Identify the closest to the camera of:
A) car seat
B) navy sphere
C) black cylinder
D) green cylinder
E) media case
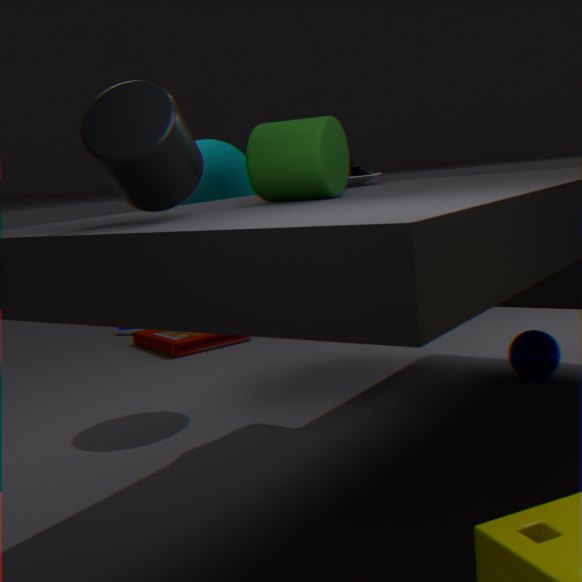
black cylinder
